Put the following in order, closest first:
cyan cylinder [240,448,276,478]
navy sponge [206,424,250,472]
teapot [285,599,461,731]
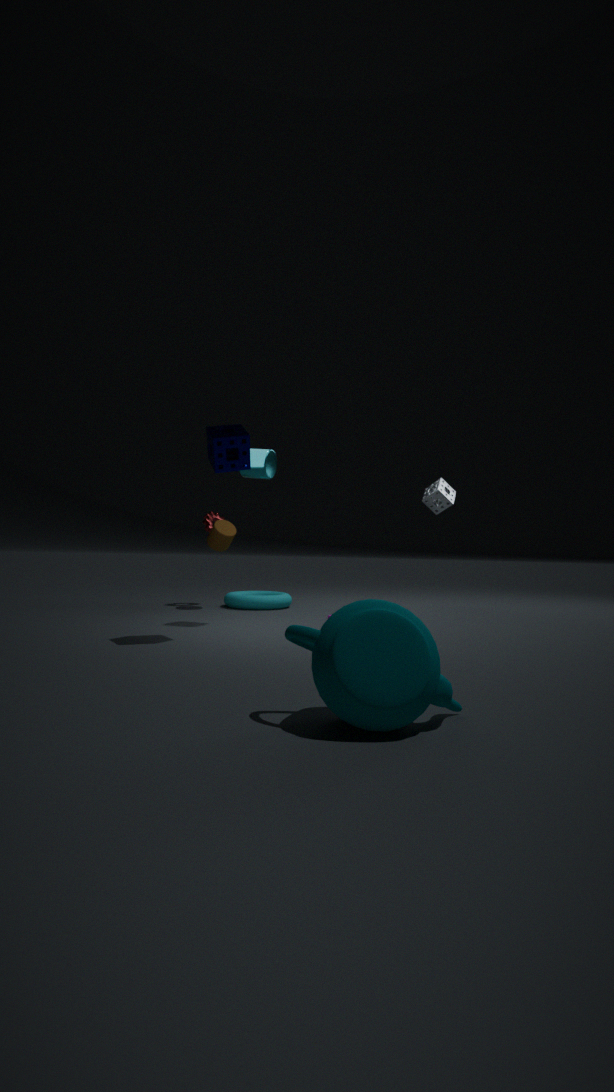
1. teapot [285,599,461,731]
2. navy sponge [206,424,250,472]
3. cyan cylinder [240,448,276,478]
